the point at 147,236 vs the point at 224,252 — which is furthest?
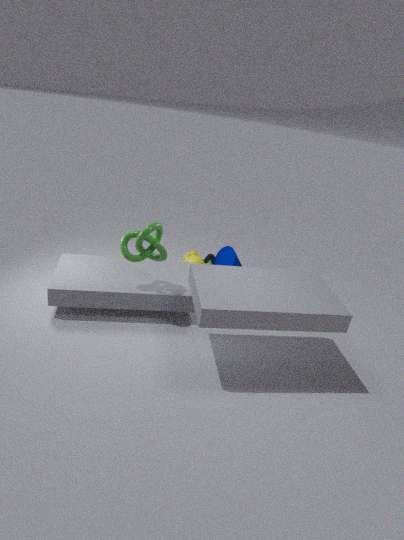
the point at 224,252
